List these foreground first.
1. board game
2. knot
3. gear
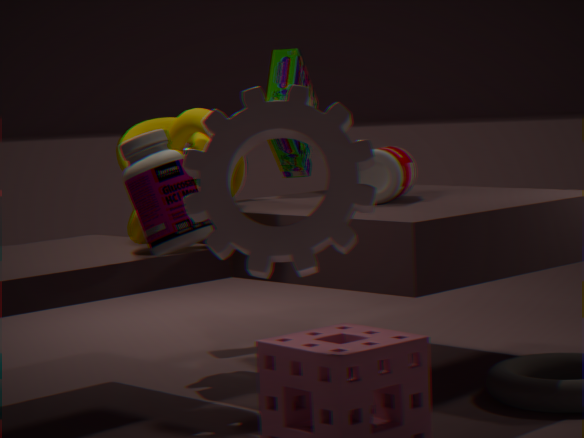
gear, knot, board game
